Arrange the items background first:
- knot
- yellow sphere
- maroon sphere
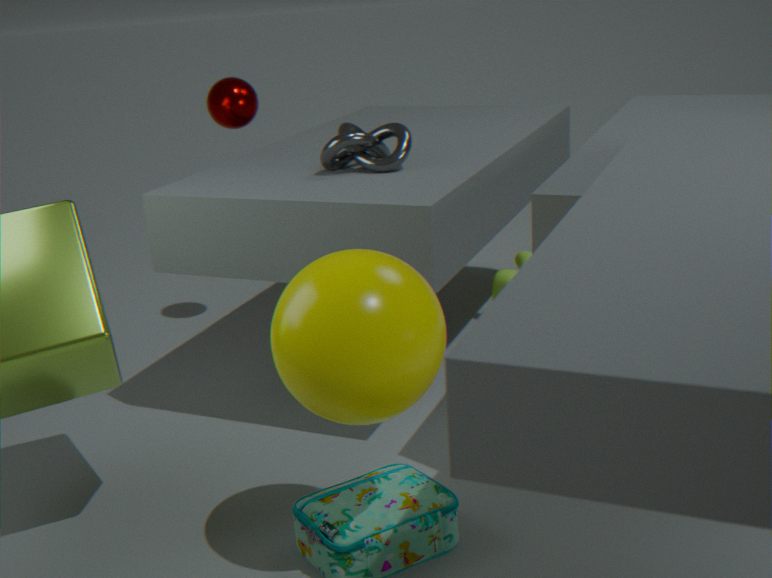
1. maroon sphere
2. knot
3. yellow sphere
